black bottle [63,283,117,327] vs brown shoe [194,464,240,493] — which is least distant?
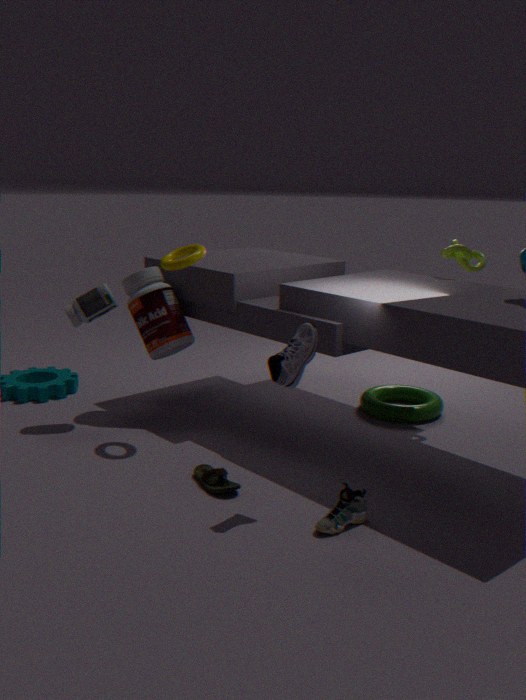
brown shoe [194,464,240,493]
